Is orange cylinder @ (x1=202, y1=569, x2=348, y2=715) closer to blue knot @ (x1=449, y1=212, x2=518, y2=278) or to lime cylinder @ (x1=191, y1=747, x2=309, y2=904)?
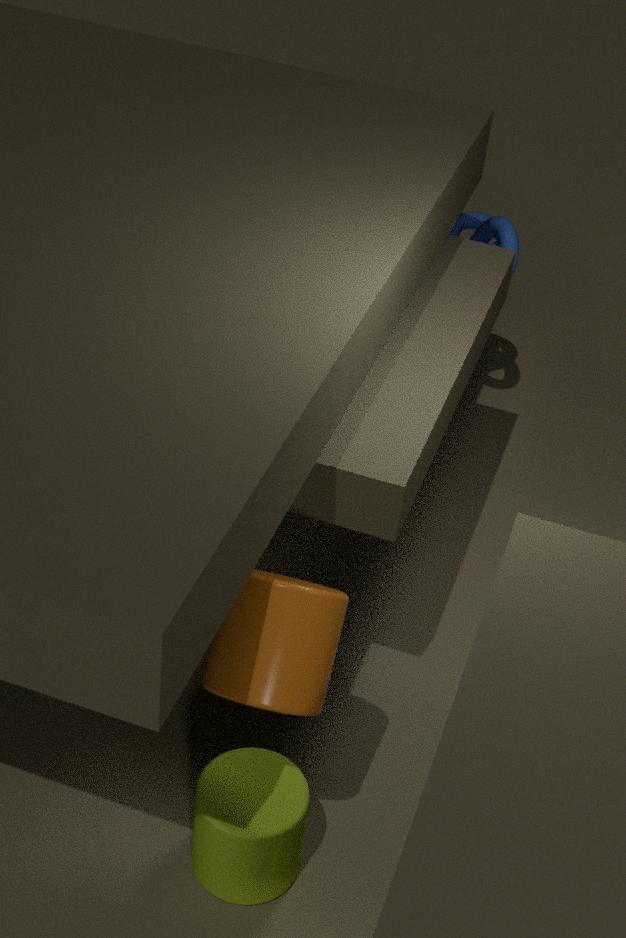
lime cylinder @ (x1=191, y1=747, x2=309, y2=904)
